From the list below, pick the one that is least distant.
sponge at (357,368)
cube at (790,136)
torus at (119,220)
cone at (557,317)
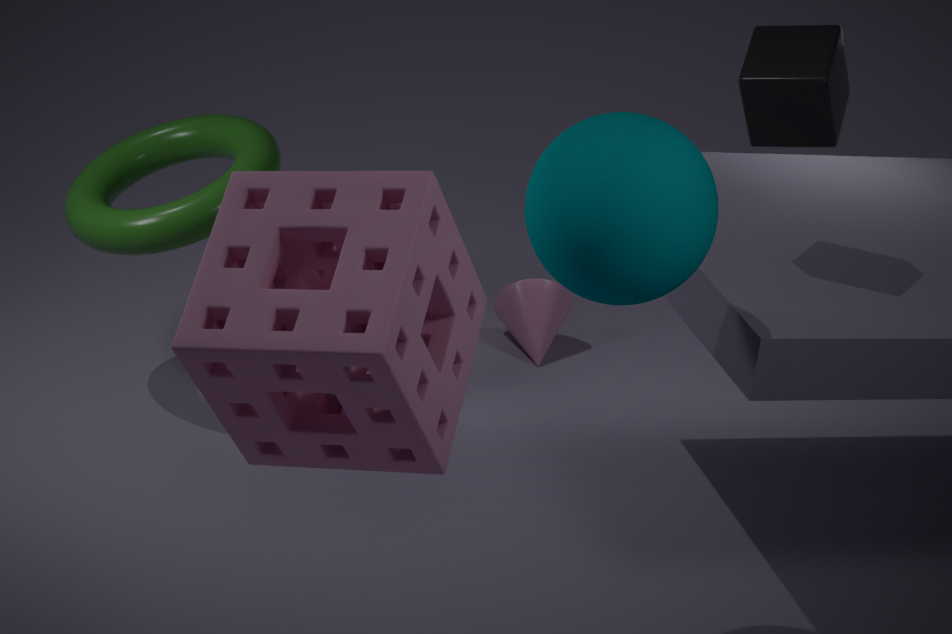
sponge at (357,368)
